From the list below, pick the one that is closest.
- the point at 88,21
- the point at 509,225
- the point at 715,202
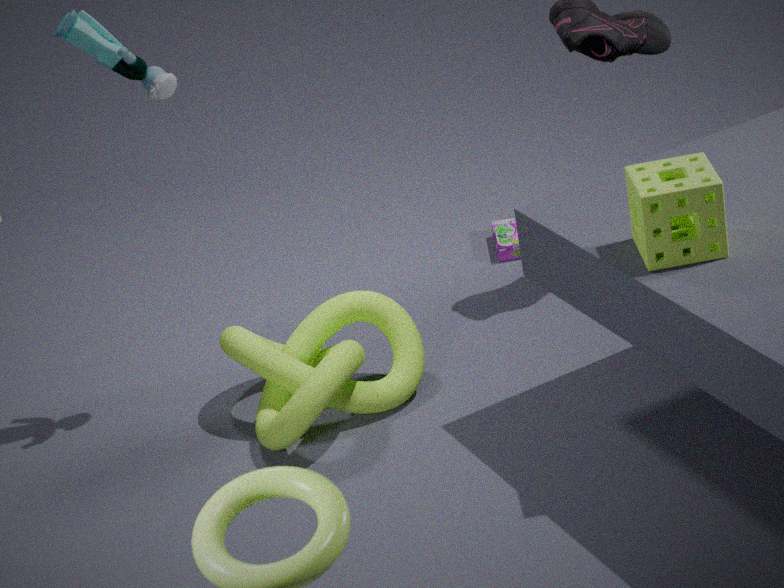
the point at 715,202
